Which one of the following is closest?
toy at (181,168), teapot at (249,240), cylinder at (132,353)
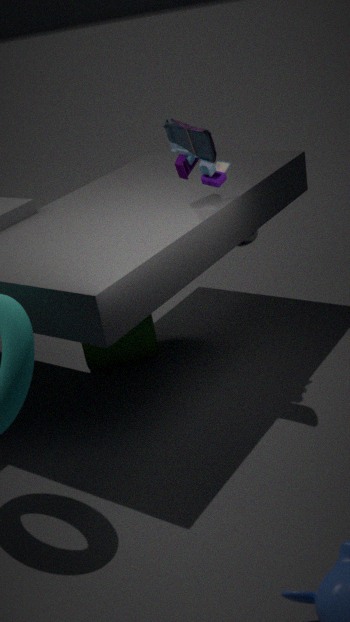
toy at (181,168)
